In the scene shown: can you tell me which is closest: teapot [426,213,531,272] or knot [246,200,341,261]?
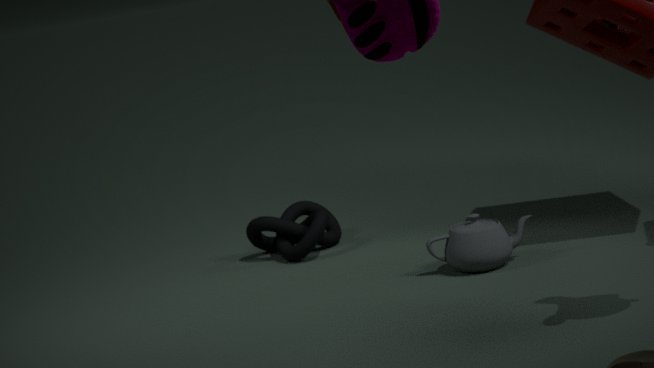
teapot [426,213,531,272]
